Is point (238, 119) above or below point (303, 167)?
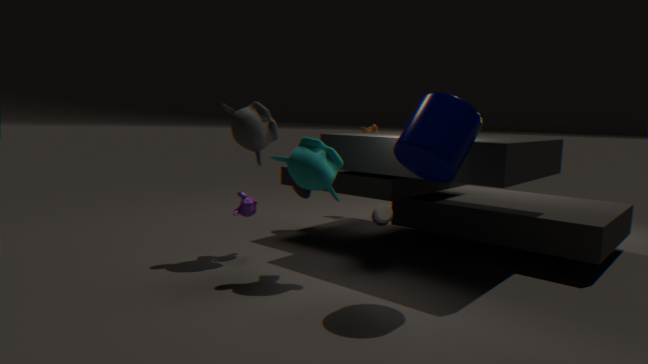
above
